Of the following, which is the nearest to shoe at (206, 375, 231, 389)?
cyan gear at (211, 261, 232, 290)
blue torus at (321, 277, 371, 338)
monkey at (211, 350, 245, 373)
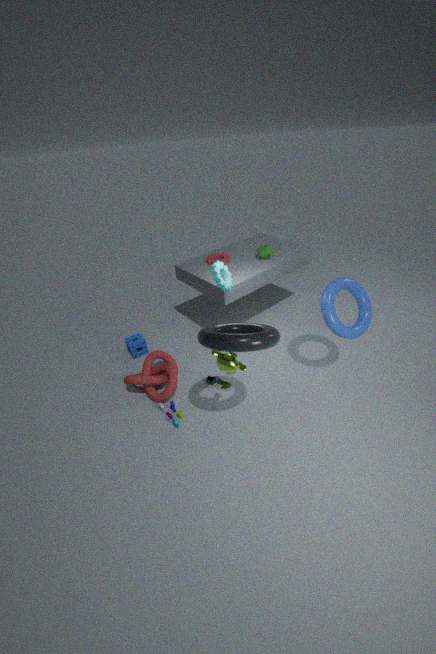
monkey at (211, 350, 245, 373)
